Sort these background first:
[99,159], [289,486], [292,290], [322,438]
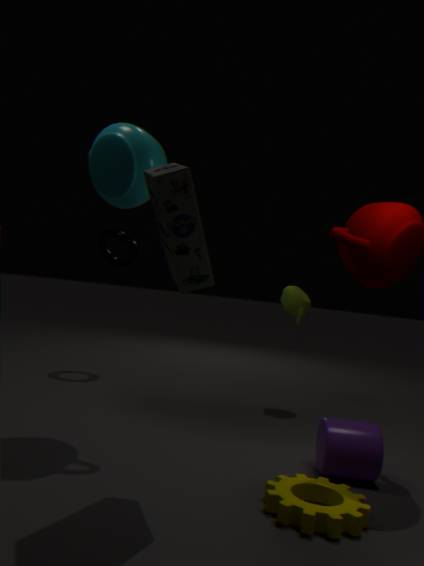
[292,290] < [99,159] < [322,438] < [289,486]
